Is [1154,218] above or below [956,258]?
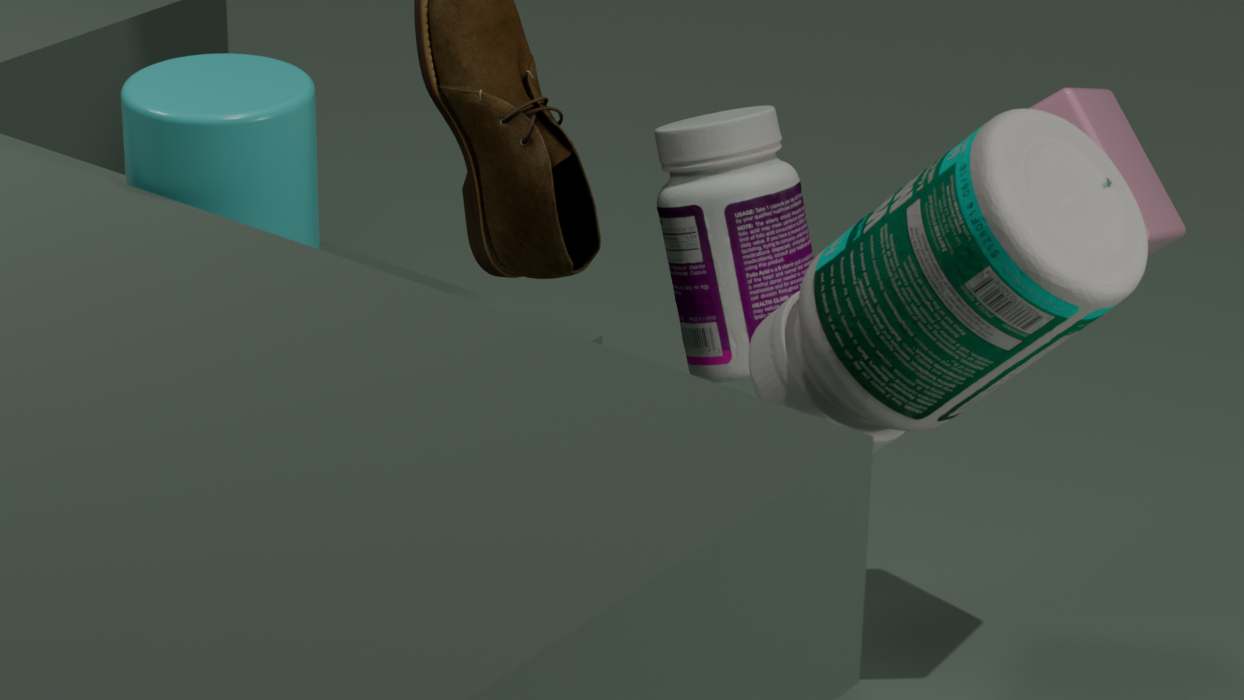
below
